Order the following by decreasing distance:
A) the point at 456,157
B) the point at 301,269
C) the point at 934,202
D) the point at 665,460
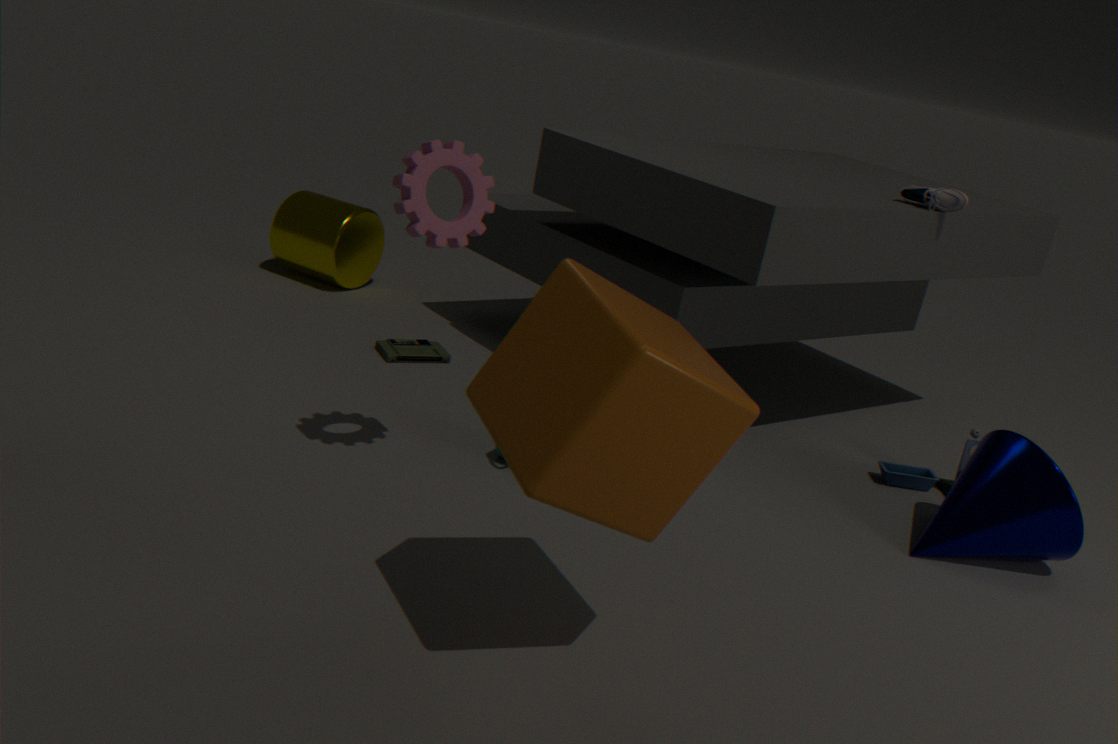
1. the point at 301,269
2. the point at 934,202
3. the point at 456,157
4. the point at 665,460
